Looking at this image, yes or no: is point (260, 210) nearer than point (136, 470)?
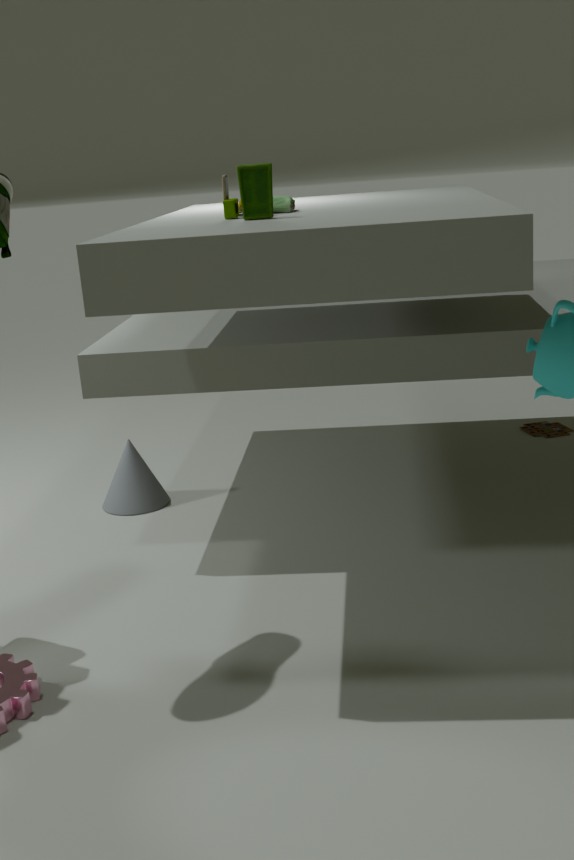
Yes
